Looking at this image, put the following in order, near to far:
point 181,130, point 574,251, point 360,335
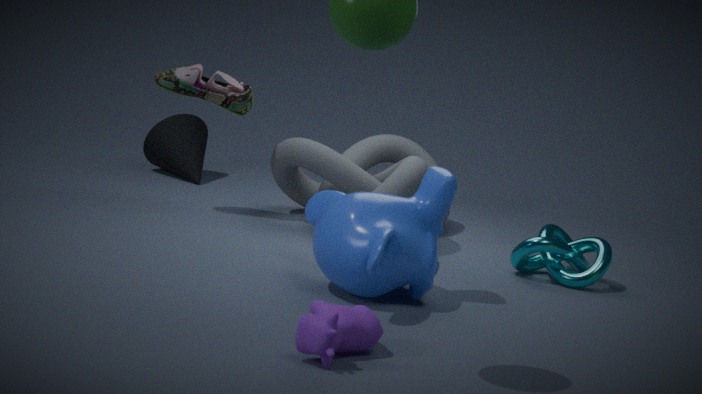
point 360,335 → point 574,251 → point 181,130
